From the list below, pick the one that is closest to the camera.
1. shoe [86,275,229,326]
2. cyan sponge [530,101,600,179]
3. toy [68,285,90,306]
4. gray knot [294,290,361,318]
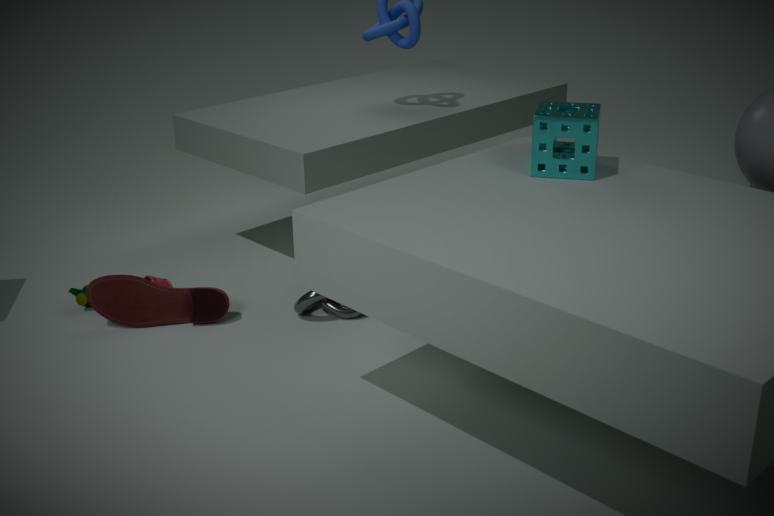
cyan sponge [530,101,600,179]
